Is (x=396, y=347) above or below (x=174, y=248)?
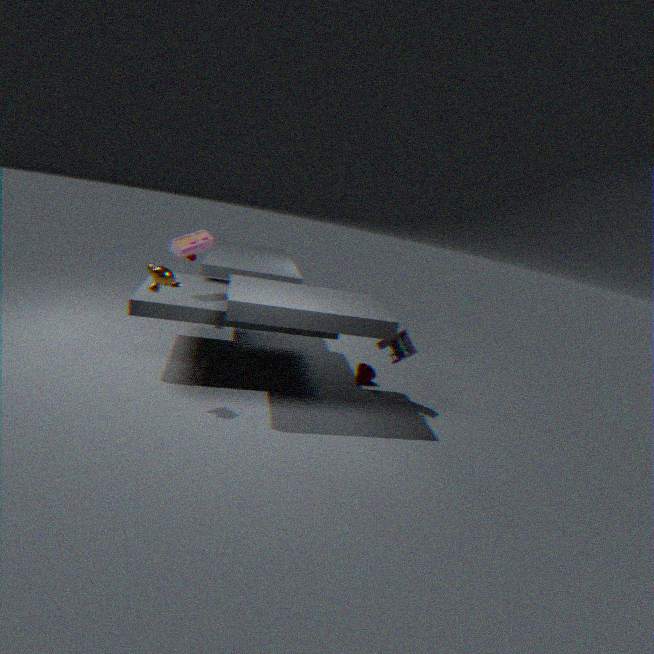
below
